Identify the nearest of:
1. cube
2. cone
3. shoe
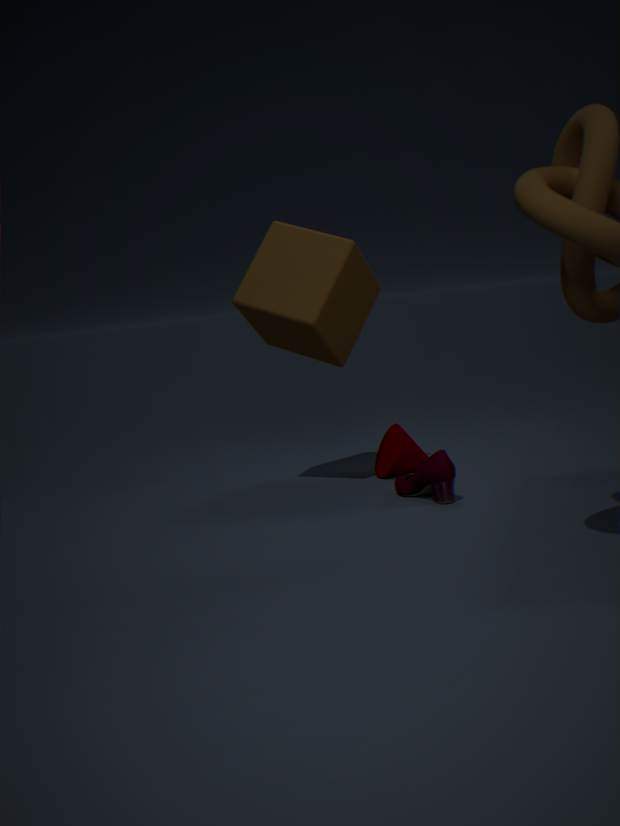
shoe
